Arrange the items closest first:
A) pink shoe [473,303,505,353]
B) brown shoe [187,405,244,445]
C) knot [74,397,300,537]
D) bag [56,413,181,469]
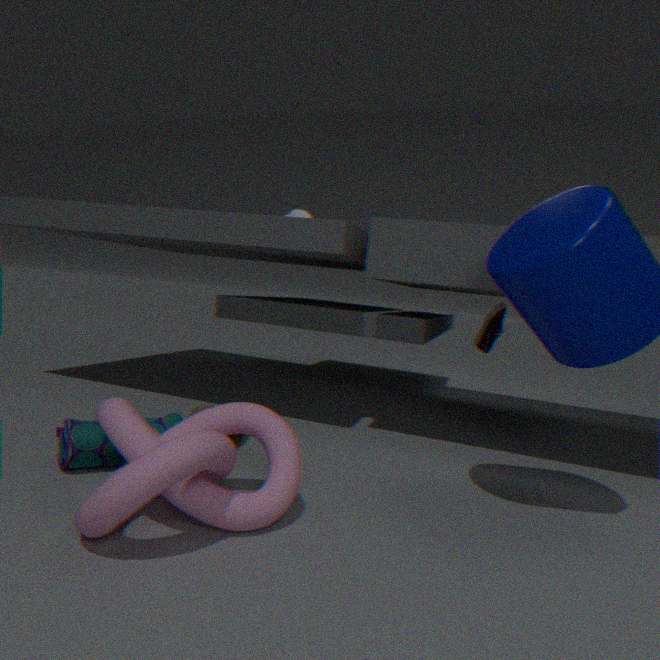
knot [74,397,300,537] < bag [56,413,181,469] < brown shoe [187,405,244,445] < pink shoe [473,303,505,353]
